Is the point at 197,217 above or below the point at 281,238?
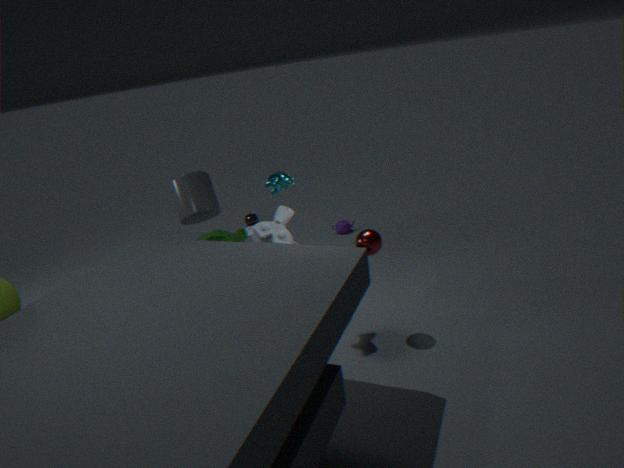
above
